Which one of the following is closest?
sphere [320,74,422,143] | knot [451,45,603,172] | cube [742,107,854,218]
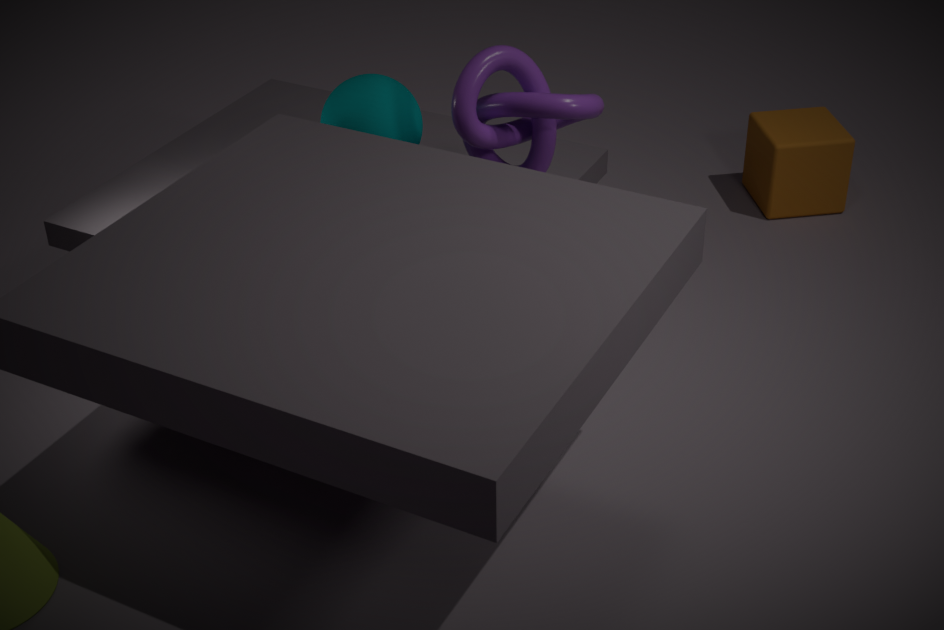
knot [451,45,603,172]
